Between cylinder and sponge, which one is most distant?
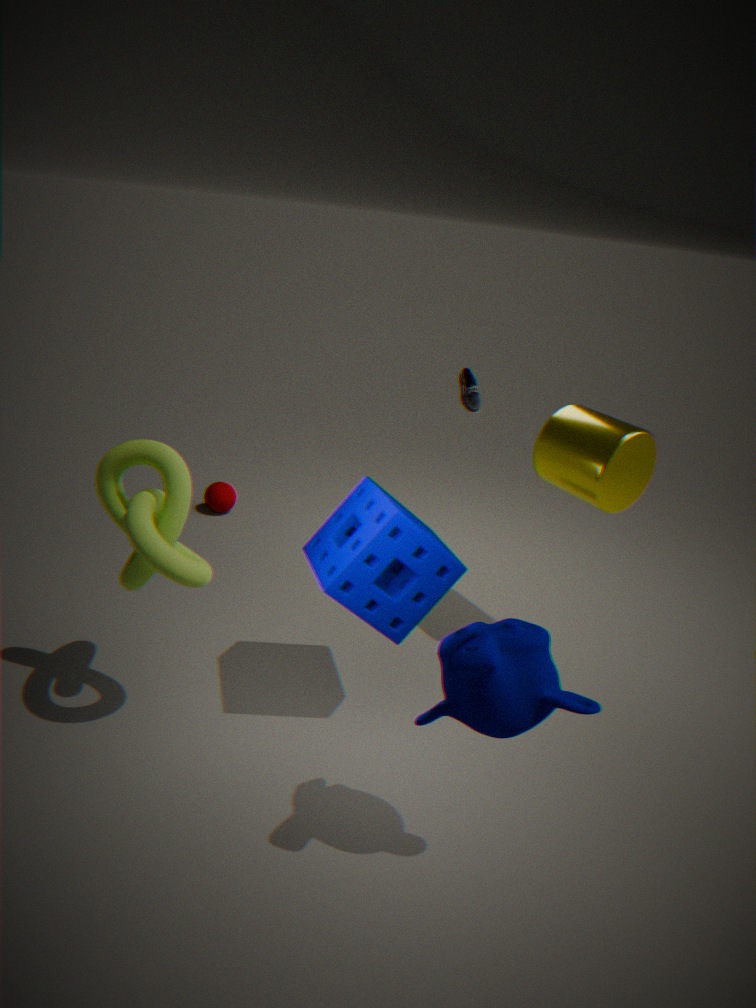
cylinder
